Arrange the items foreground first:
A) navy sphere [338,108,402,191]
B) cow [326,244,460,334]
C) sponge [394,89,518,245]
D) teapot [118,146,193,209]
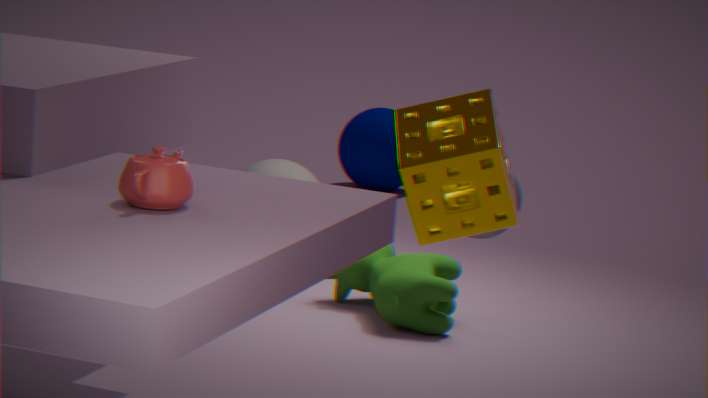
sponge [394,89,518,245], teapot [118,146,193,209], cow [326,244,460,334], navy sphere [338,108,402,191]
